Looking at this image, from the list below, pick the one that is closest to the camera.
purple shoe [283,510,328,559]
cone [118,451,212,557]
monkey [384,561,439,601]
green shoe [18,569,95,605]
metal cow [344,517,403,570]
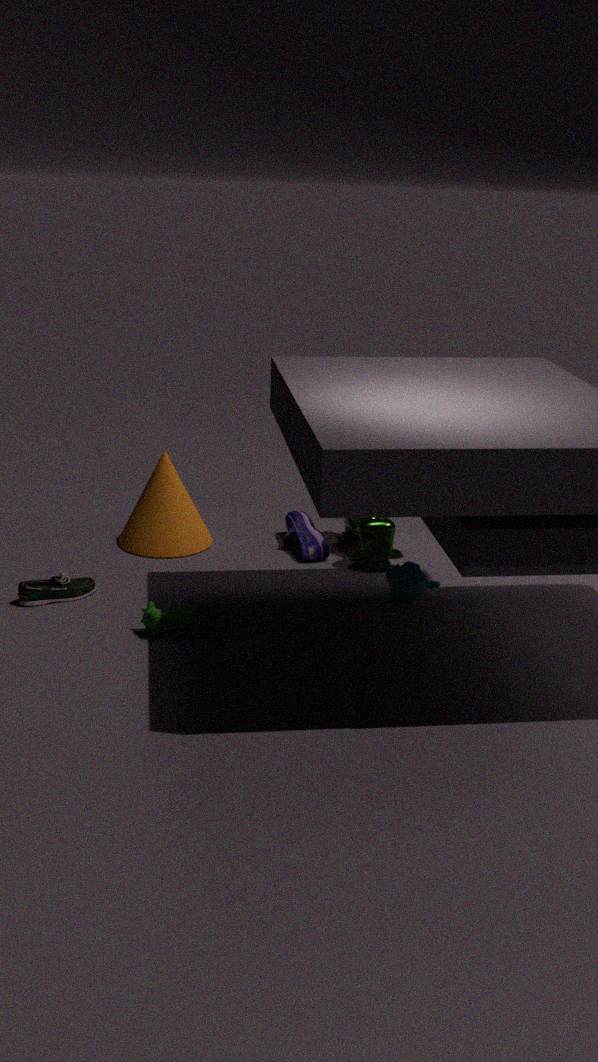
green shoe [18,569,95,605]
